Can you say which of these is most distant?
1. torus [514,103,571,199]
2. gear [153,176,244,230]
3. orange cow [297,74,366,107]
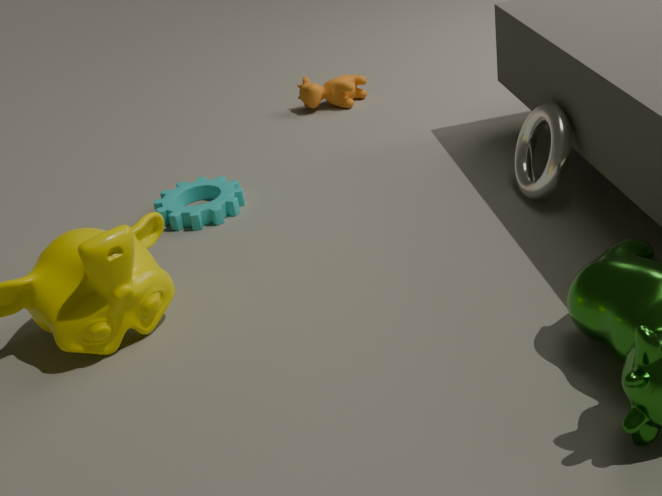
orange cow [297,74,366,107]
